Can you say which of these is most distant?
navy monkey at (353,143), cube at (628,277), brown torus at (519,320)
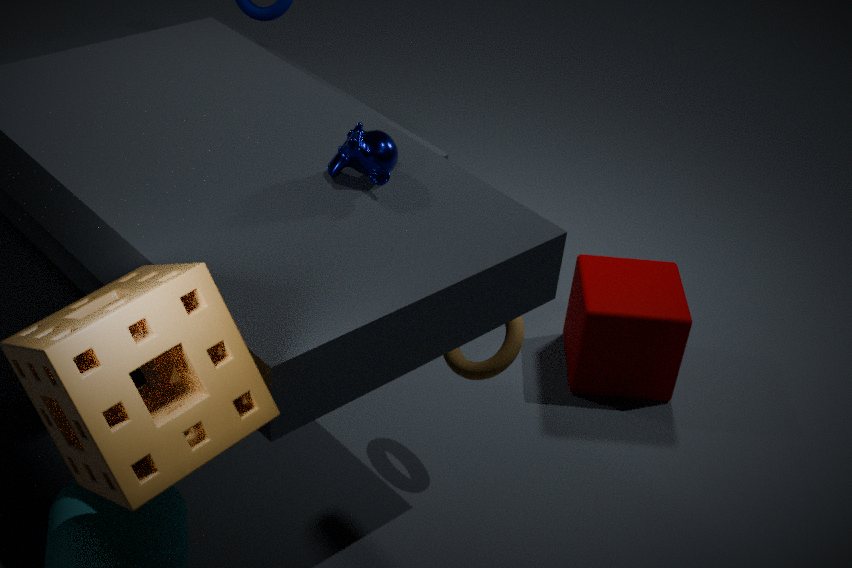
cube at (628,277)
